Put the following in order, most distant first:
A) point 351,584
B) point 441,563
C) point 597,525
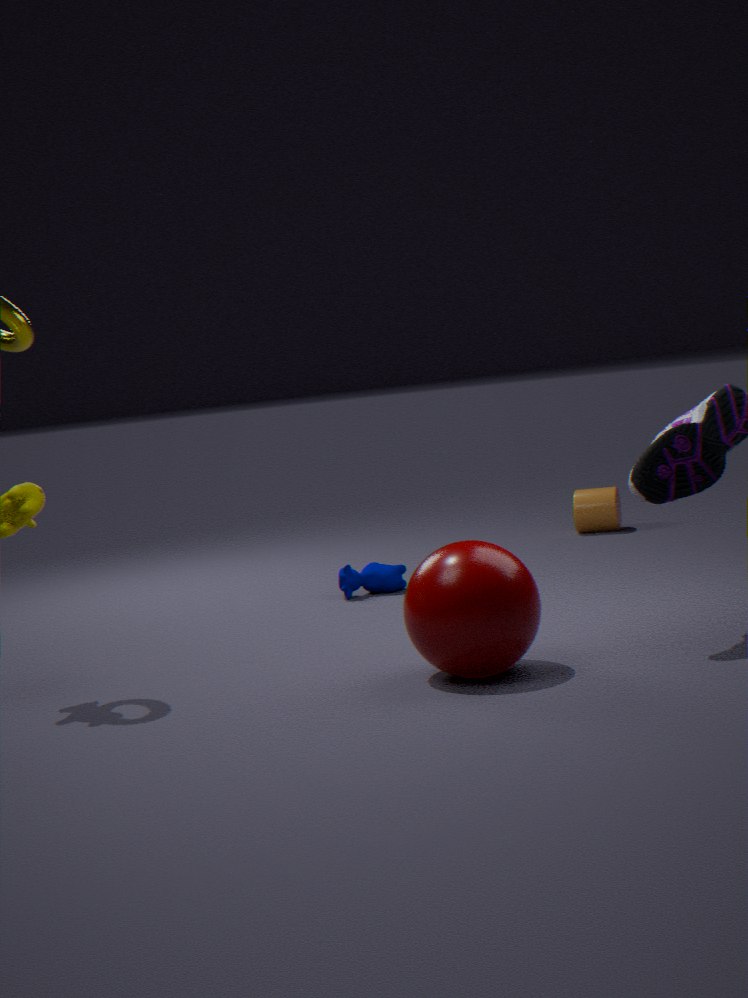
1. point 597,525
2. point 351,584
3. point 441,563
